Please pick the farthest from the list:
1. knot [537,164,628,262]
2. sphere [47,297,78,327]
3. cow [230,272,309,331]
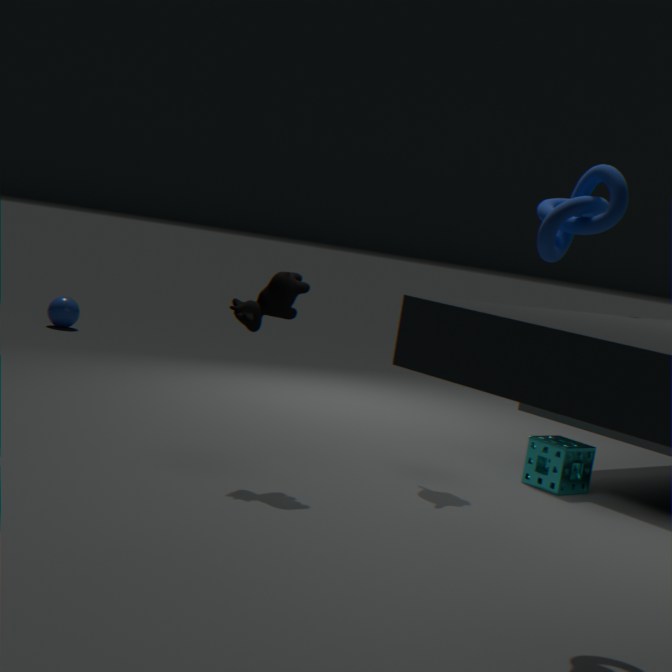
sphere [47,297,78,327]
